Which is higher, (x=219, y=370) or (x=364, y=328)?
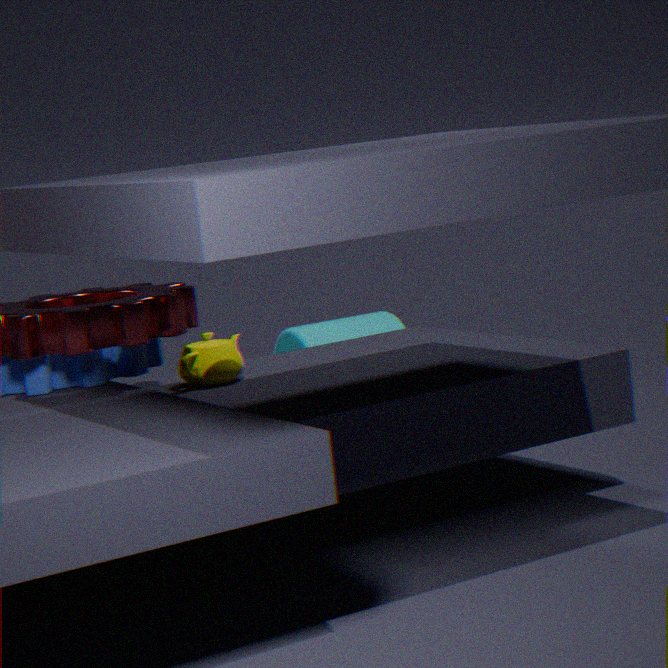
(x=219, y=370)
